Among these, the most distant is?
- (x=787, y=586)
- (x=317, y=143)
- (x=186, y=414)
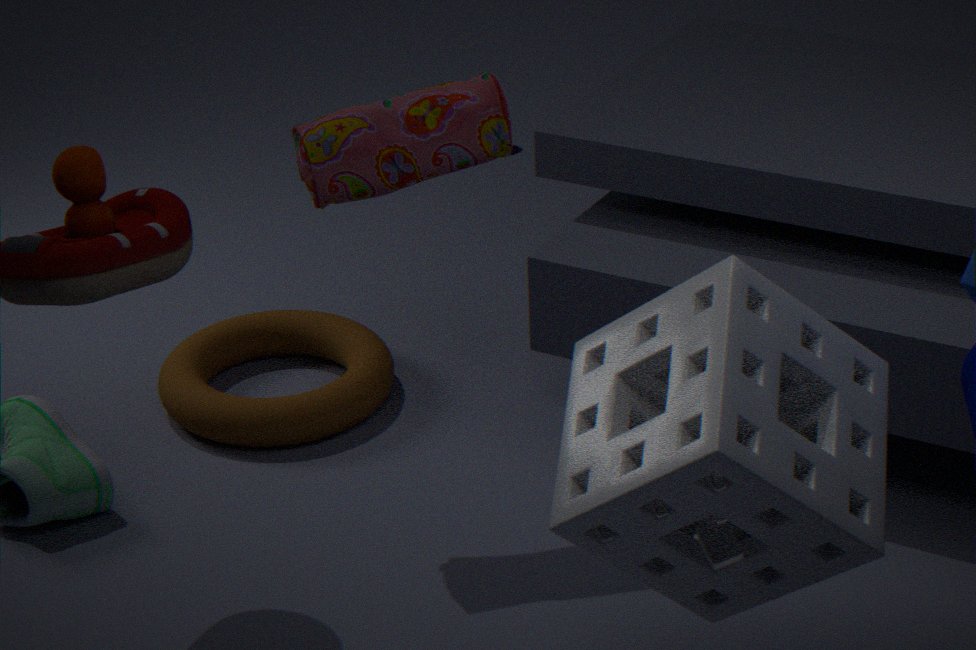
(x=186, y=414)
